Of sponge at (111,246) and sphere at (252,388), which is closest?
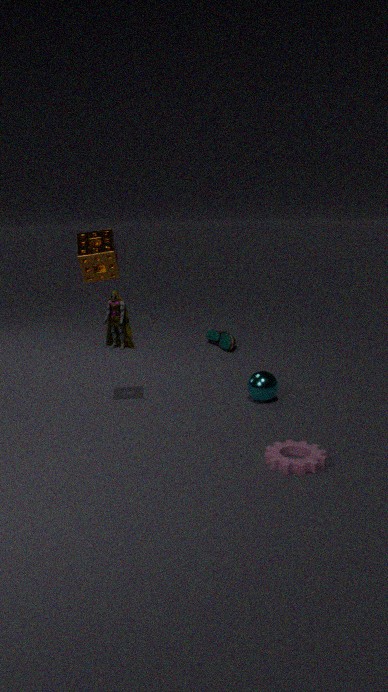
sponge at (111,246)
